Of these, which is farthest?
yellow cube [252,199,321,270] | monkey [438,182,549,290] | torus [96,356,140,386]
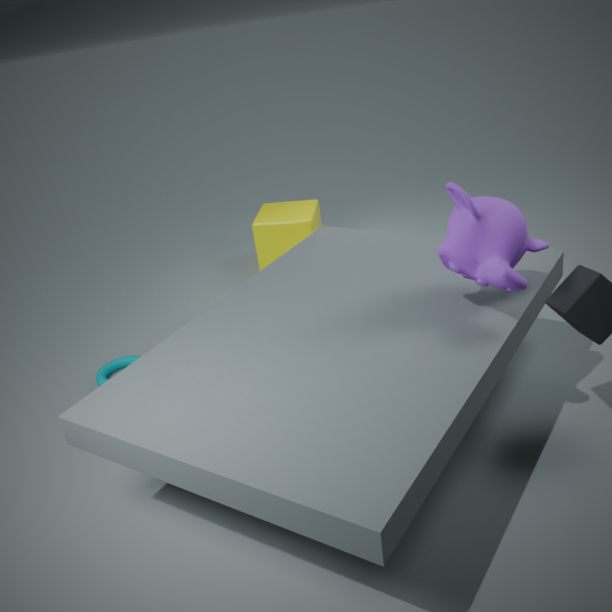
yellow cube [252,199,321,270]
